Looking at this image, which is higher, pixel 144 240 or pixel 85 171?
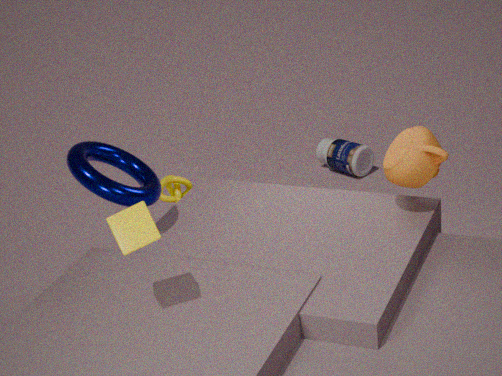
pixel 144 240
